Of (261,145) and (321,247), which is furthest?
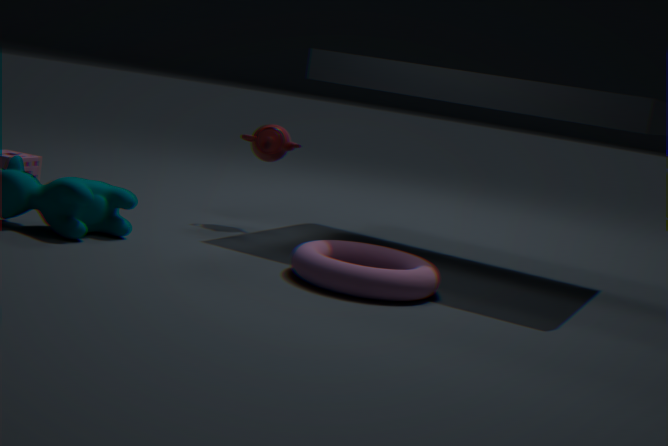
(261,145)
